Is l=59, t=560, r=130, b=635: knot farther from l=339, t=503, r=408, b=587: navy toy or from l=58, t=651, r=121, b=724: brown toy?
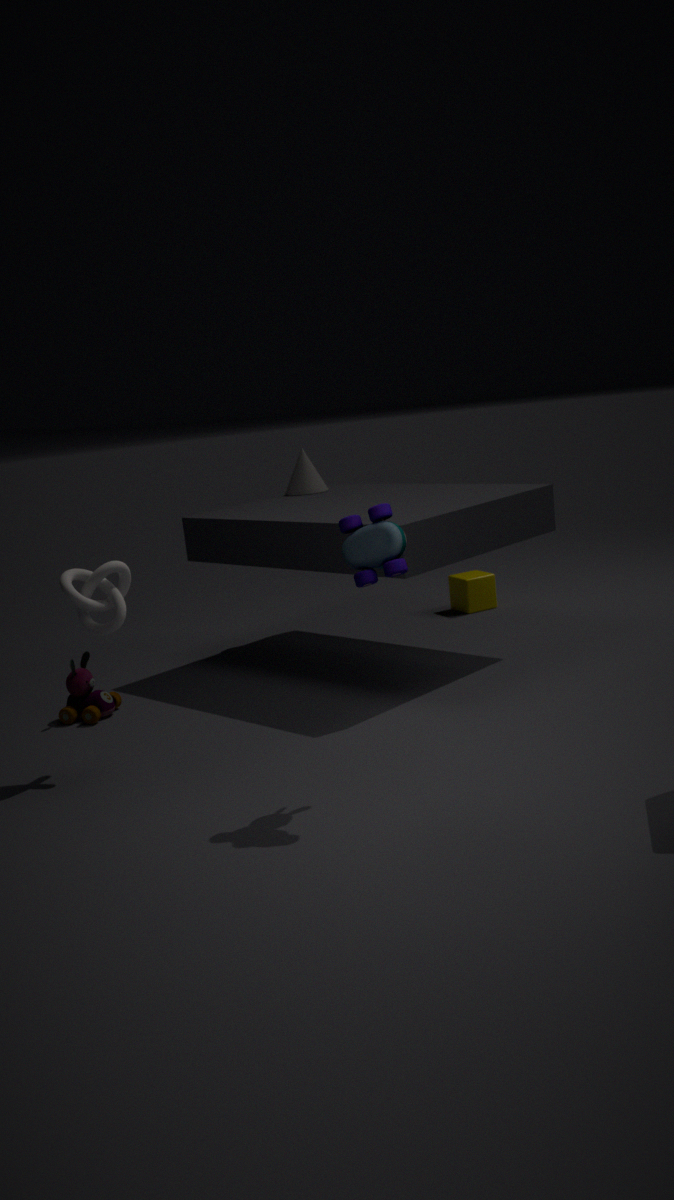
l=339, t=503, r=408, b=587: navy toy
